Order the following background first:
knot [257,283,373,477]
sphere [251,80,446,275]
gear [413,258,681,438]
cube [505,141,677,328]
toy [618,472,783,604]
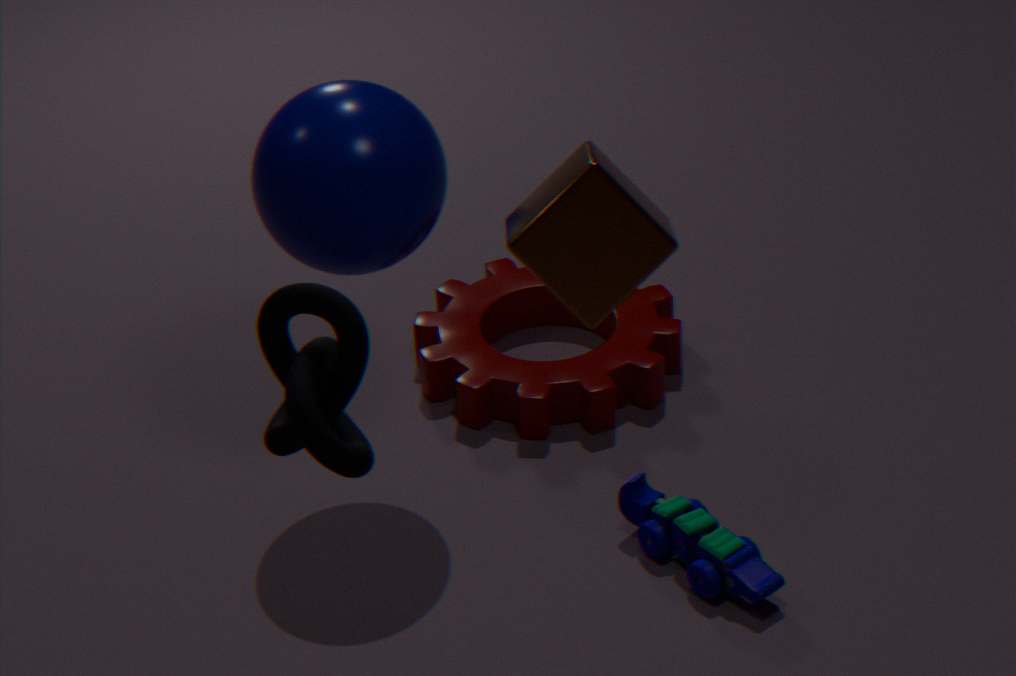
gear [413,258,681,438]
toy [618,472,783,604]
sphere [251,80,446,275]
cube [505,141,677,328]
knot [257,283,373,477]
